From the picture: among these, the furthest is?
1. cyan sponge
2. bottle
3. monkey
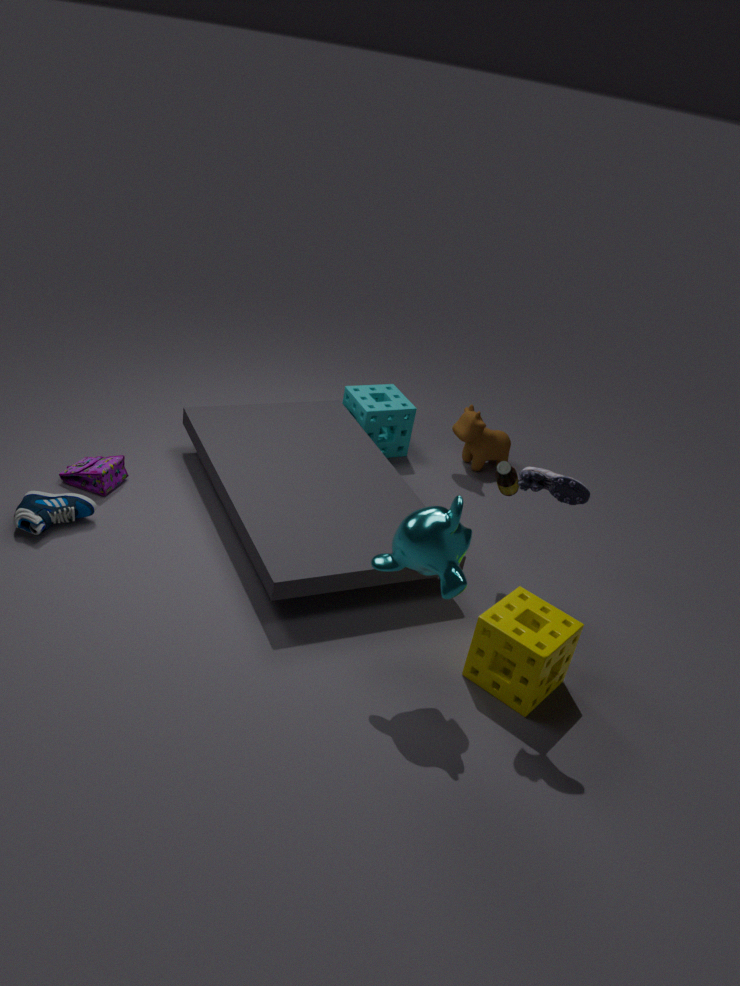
cyan sponge
